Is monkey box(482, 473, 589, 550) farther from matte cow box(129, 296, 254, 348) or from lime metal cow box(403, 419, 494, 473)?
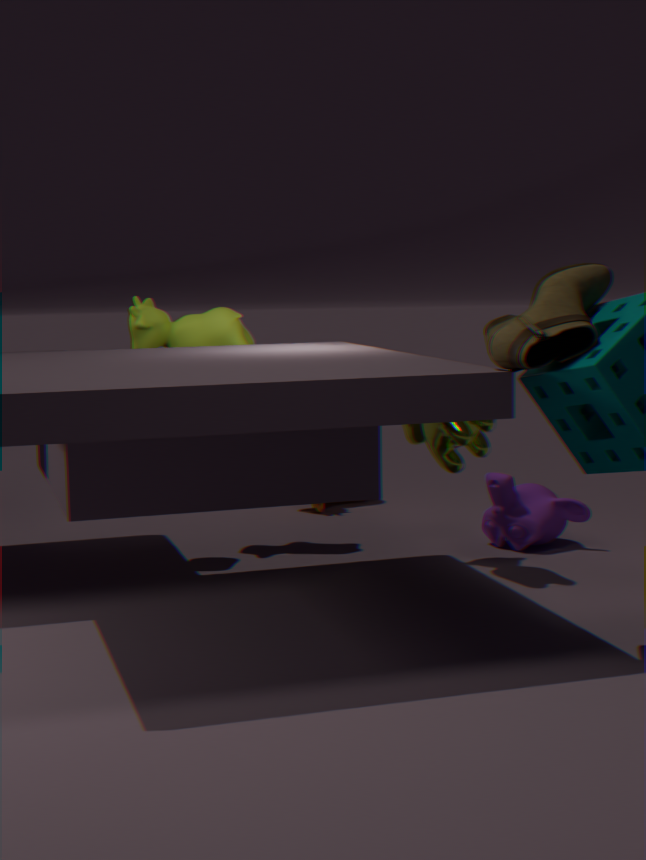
matte cow box(129, 296, 254, 348)
